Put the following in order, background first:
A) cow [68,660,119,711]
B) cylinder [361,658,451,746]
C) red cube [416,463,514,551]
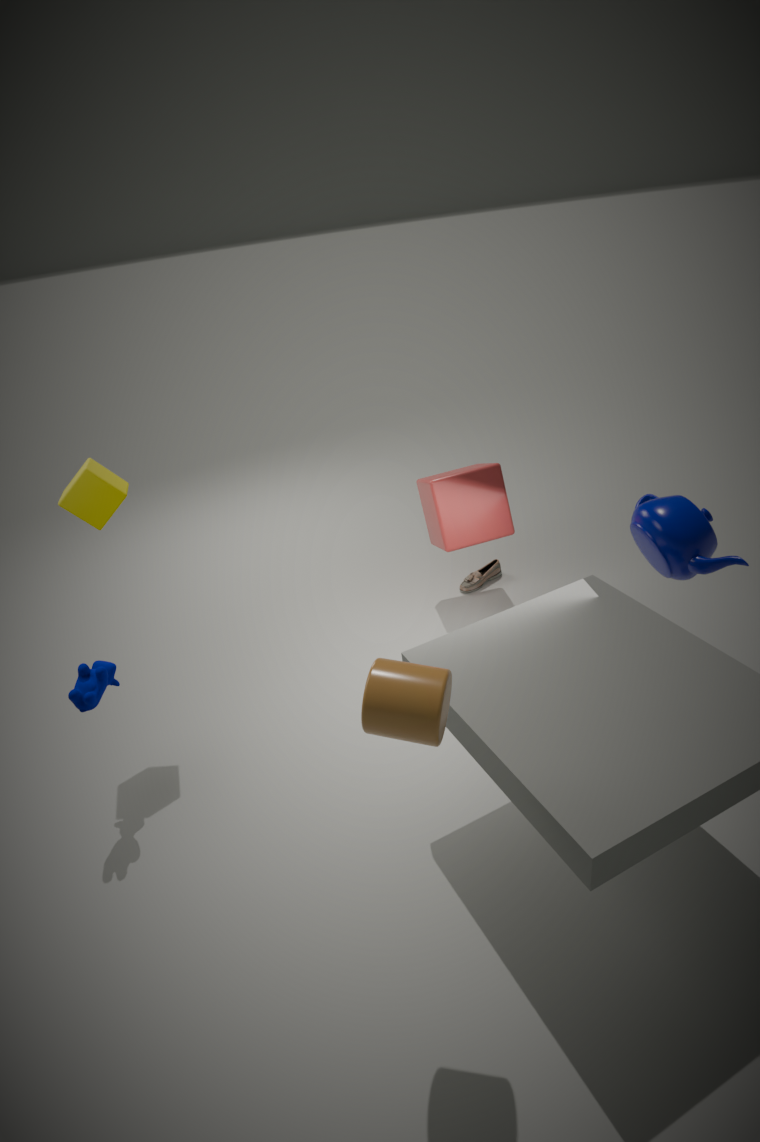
red cube [416,463,514,551], cow [68,660,119,711], cylinder [361,658,451,746]
